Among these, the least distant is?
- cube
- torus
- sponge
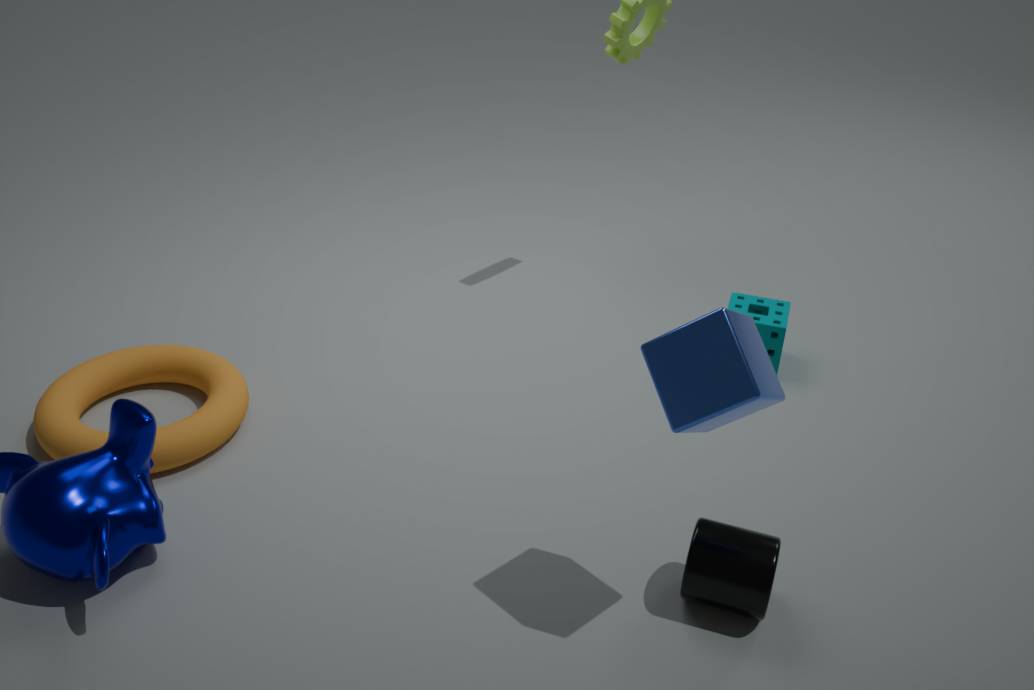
cube
